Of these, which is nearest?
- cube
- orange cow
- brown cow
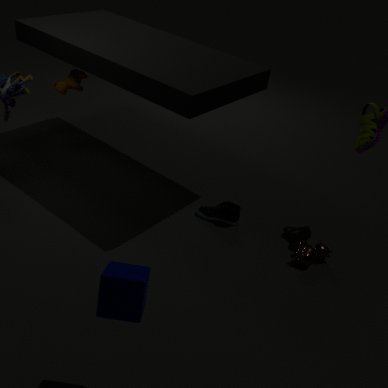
cube
